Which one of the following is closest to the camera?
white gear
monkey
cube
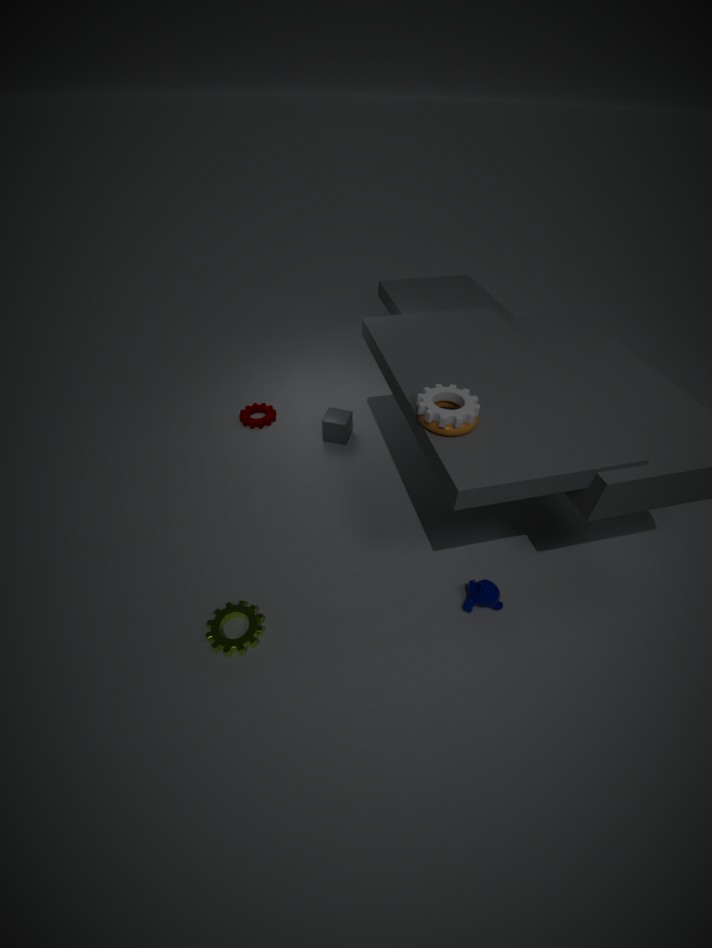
white gear
